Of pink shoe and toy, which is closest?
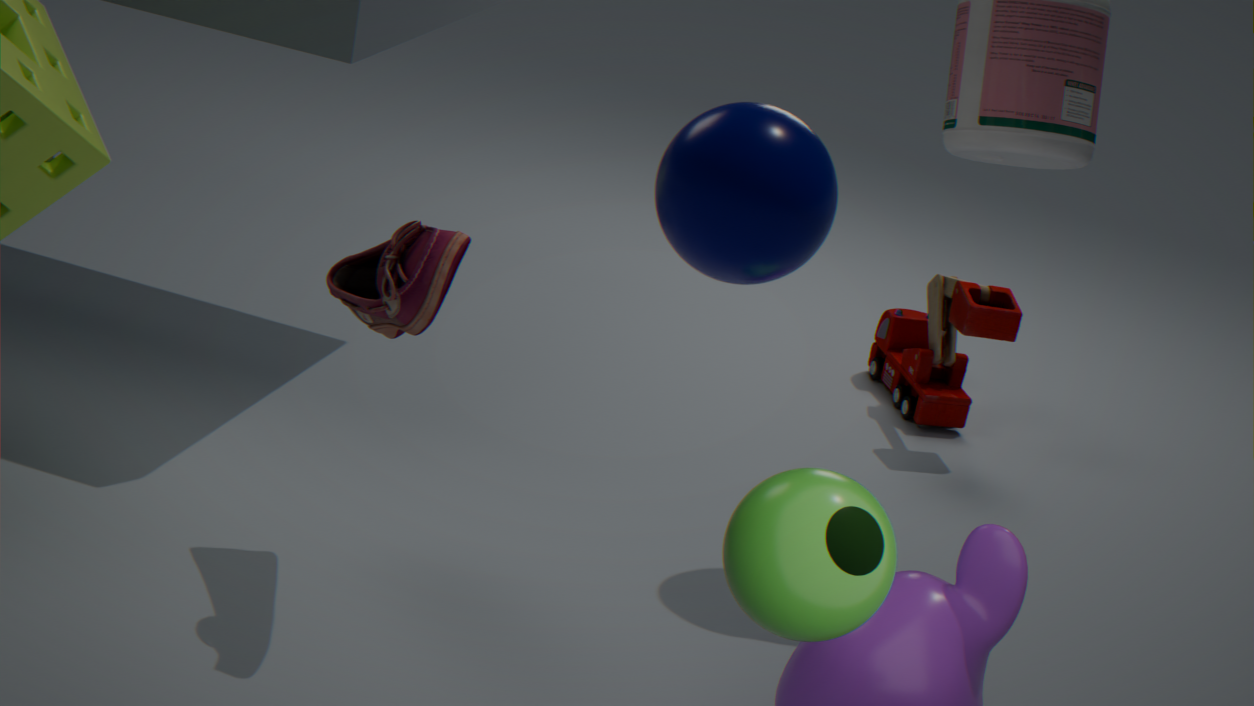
pink shoe
